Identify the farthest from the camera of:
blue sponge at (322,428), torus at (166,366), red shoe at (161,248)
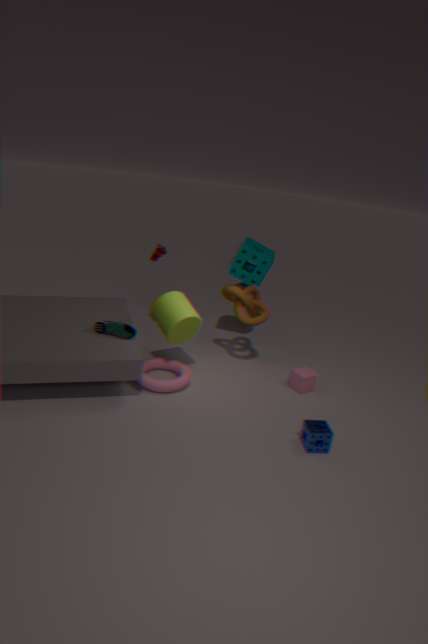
red shoe at (161,248)
